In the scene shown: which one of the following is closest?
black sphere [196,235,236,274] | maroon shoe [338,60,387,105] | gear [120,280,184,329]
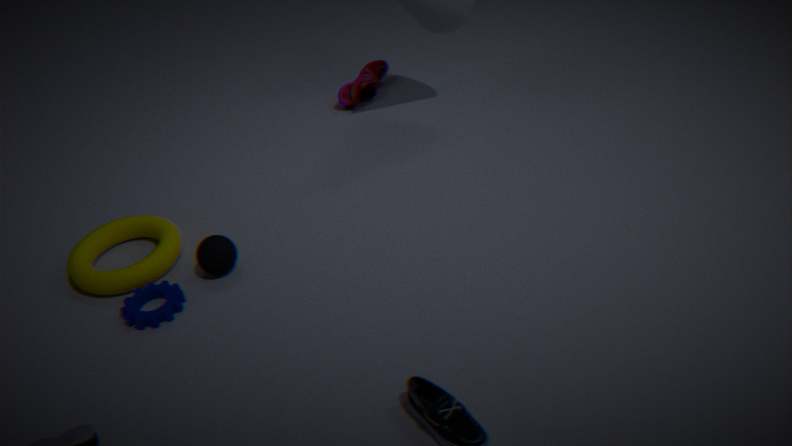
gear [120,280,184,329]
